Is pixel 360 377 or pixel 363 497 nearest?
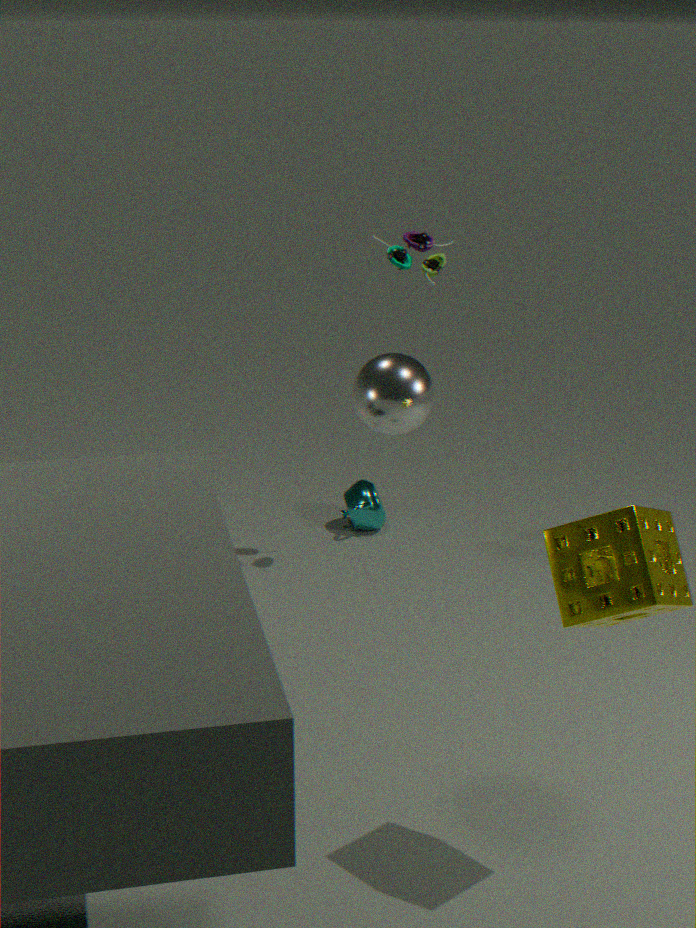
pixel 360 377
